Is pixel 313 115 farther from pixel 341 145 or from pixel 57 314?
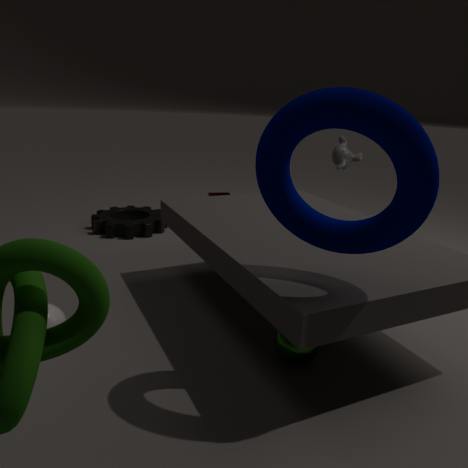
pixel 341 145
